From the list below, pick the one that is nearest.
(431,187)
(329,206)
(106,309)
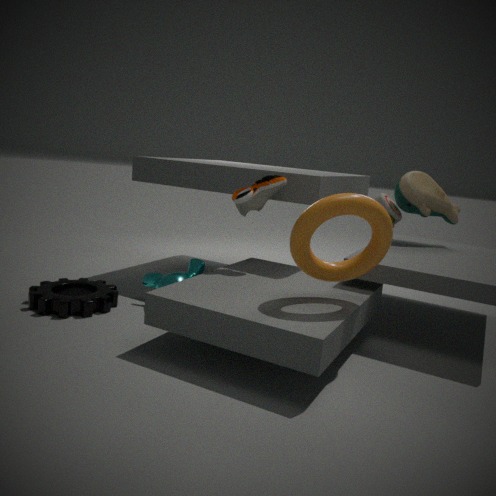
(329,206)
